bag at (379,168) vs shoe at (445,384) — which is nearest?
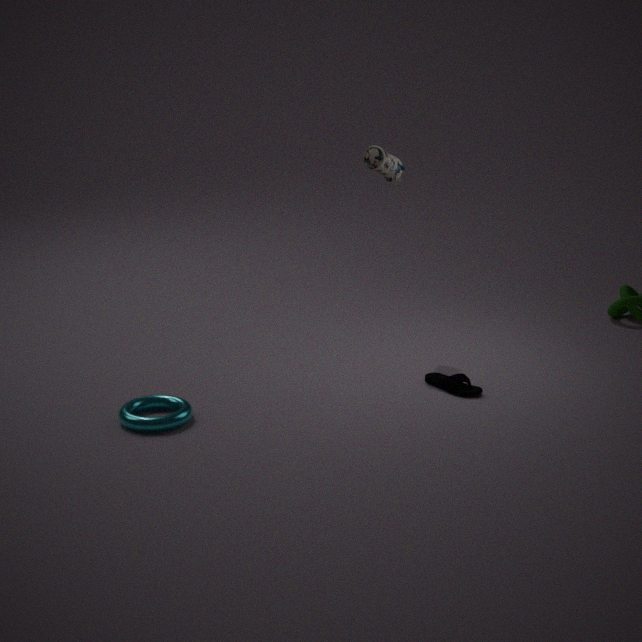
shoe at (445,384)
